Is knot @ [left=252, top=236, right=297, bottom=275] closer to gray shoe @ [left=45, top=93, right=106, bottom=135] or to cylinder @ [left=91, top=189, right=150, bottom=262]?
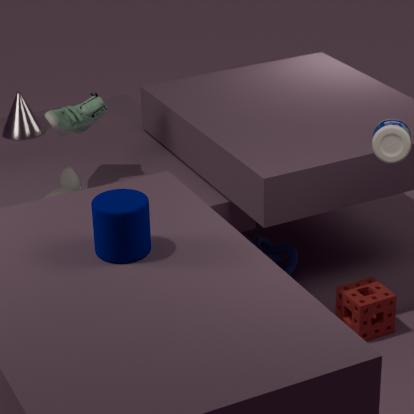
gray shoe @ [left=45, top=93, right=106, bottom=135]
